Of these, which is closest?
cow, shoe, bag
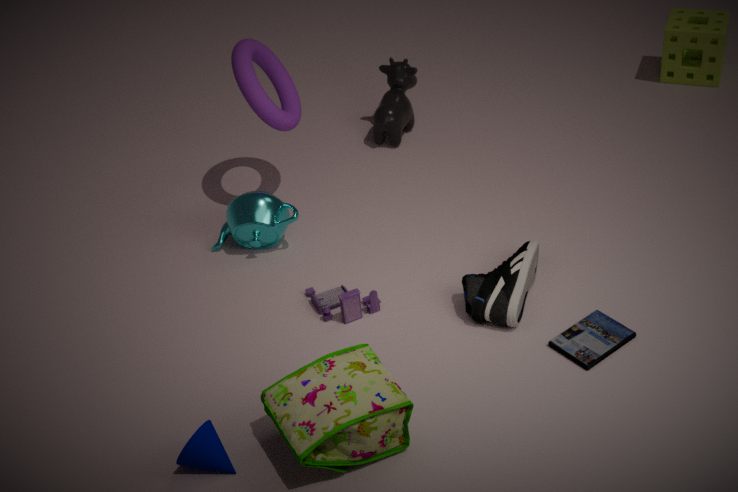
bag
